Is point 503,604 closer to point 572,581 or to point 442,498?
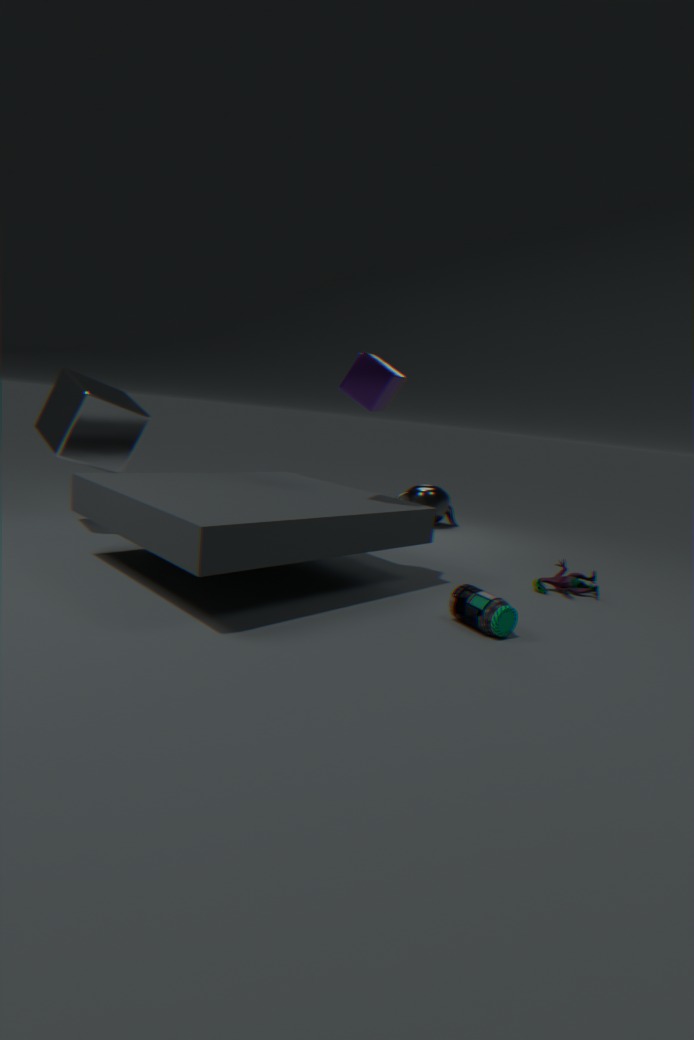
point 572,581
